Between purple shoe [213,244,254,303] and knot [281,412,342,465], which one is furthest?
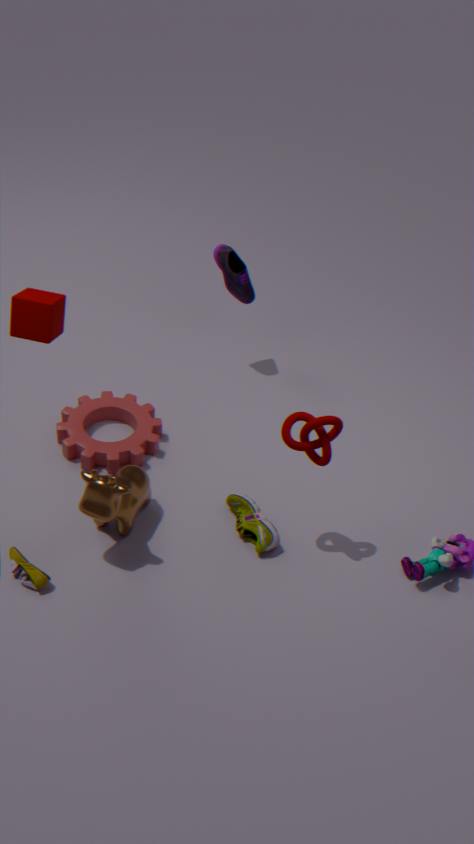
purple shoe [213,244,254,303]
